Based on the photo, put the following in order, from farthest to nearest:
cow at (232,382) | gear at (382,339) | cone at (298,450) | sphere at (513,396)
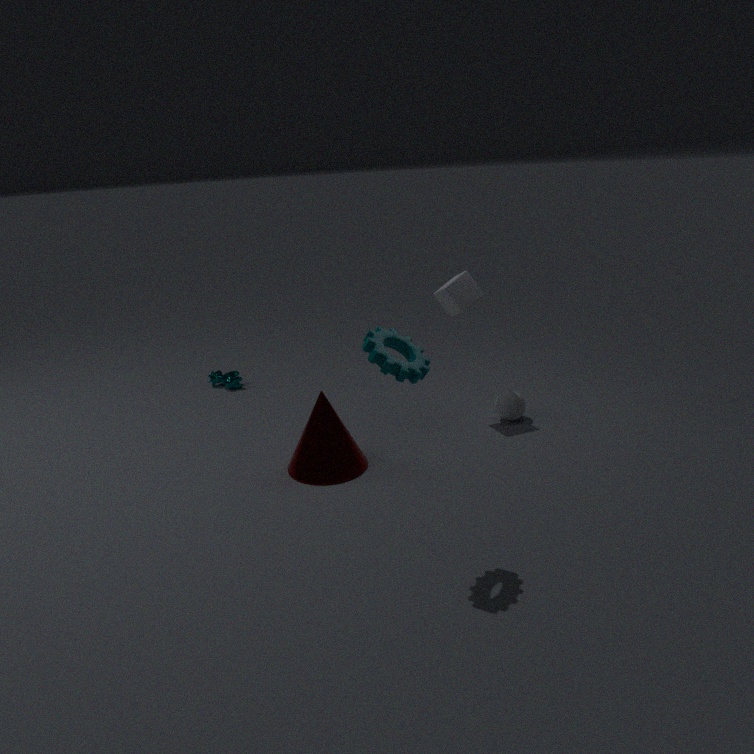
cow at (232,382), sphere at (513,396), cone at (298,450), gear at (382,339)
